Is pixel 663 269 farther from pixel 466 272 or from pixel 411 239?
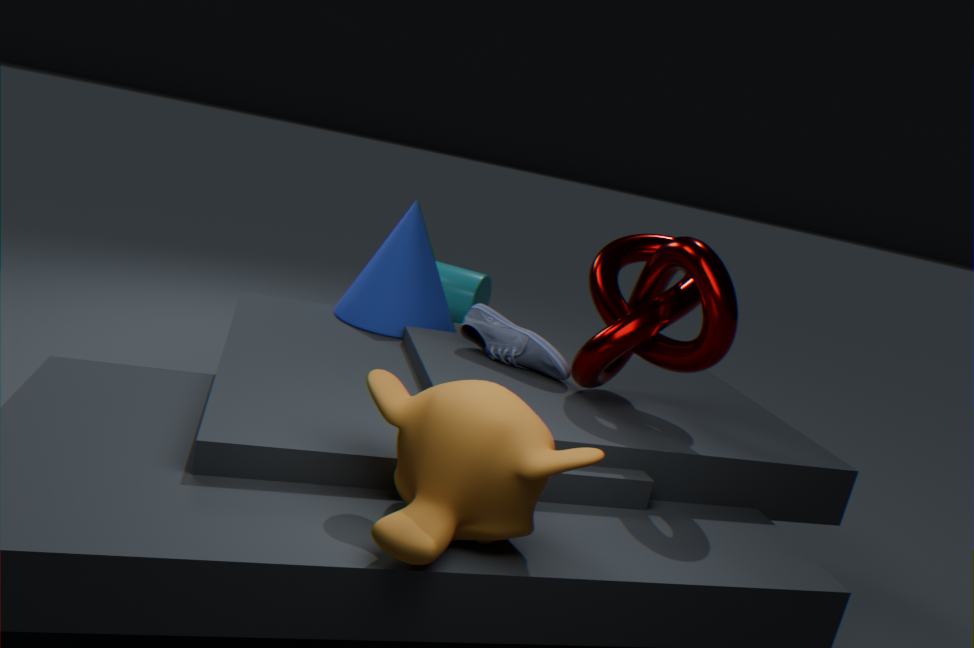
pixel 466 272
